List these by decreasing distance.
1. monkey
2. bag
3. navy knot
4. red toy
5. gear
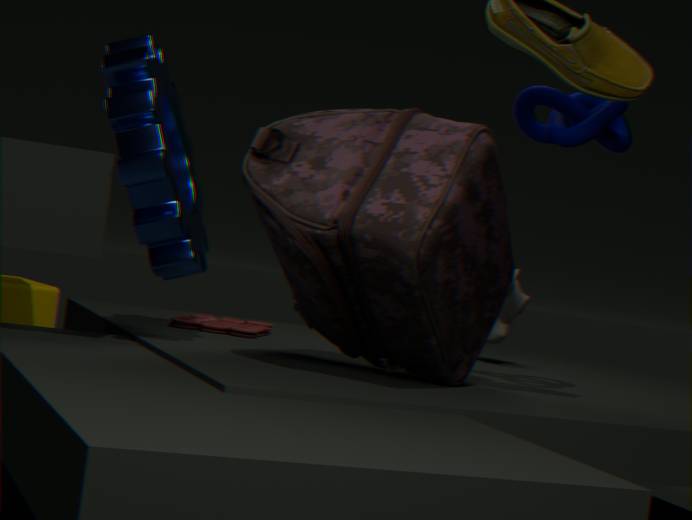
monkey < red toy < navy knot < gear < bag
